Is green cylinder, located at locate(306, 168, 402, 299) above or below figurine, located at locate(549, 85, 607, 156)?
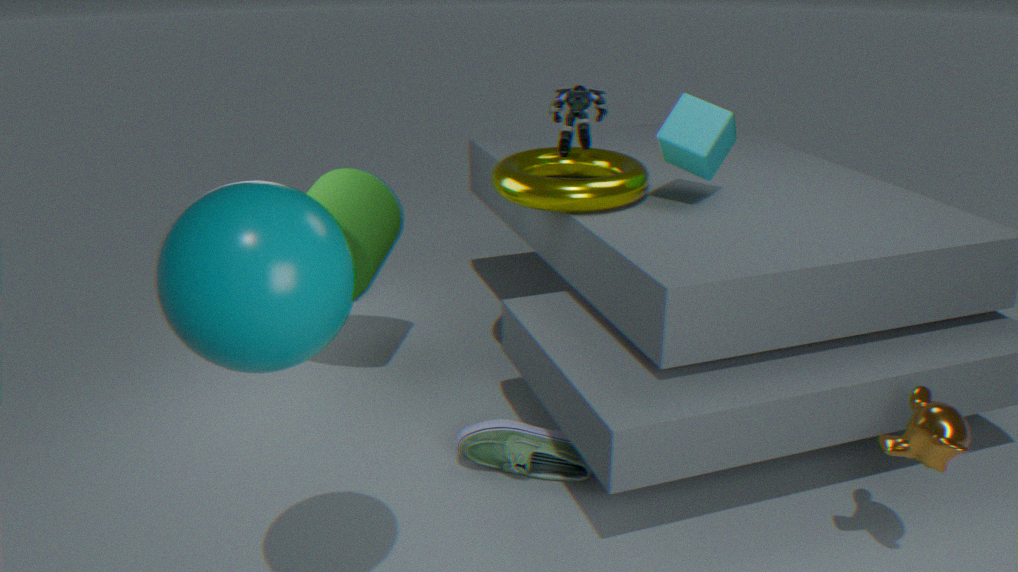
below
